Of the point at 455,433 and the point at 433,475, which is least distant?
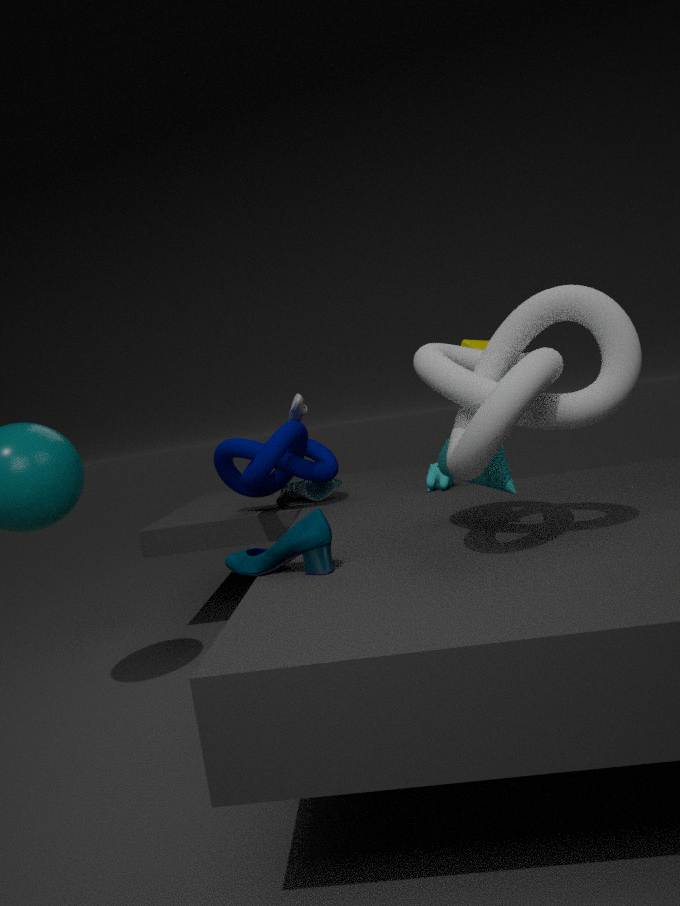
the point at 455,433
